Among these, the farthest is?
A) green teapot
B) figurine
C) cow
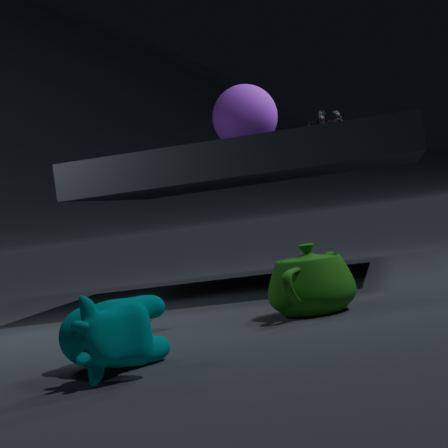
figurine
